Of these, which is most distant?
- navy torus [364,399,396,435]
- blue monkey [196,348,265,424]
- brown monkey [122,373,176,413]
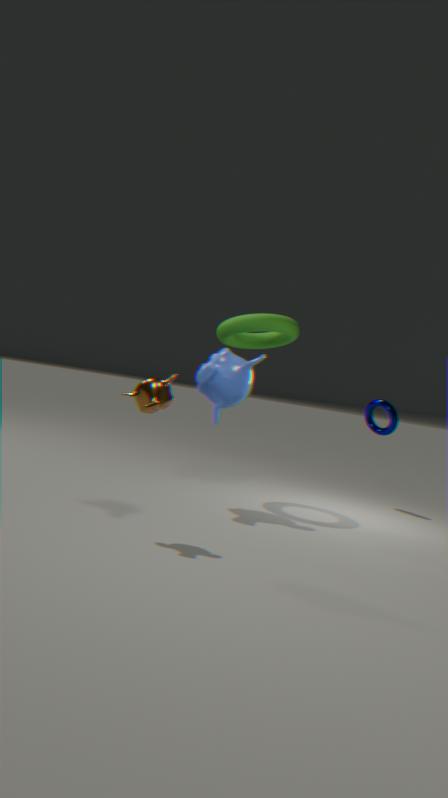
navy torus [364,399,396,435]
